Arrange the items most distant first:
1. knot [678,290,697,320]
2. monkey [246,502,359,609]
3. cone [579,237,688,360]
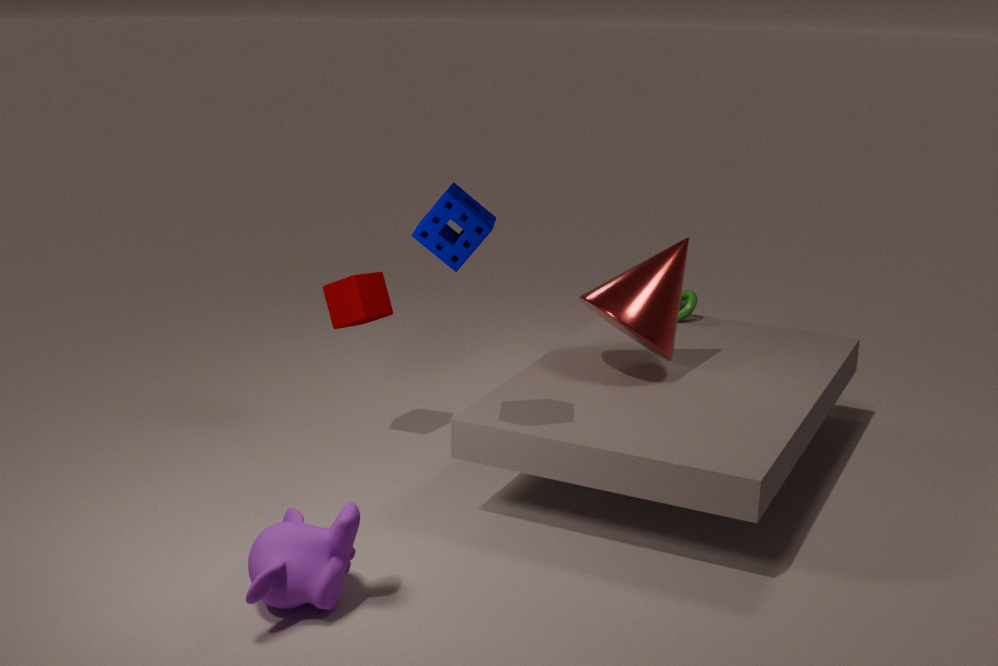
knot [678,290,697,320] < cone [579,237,688,360] < monkey [246,502,359,609]
